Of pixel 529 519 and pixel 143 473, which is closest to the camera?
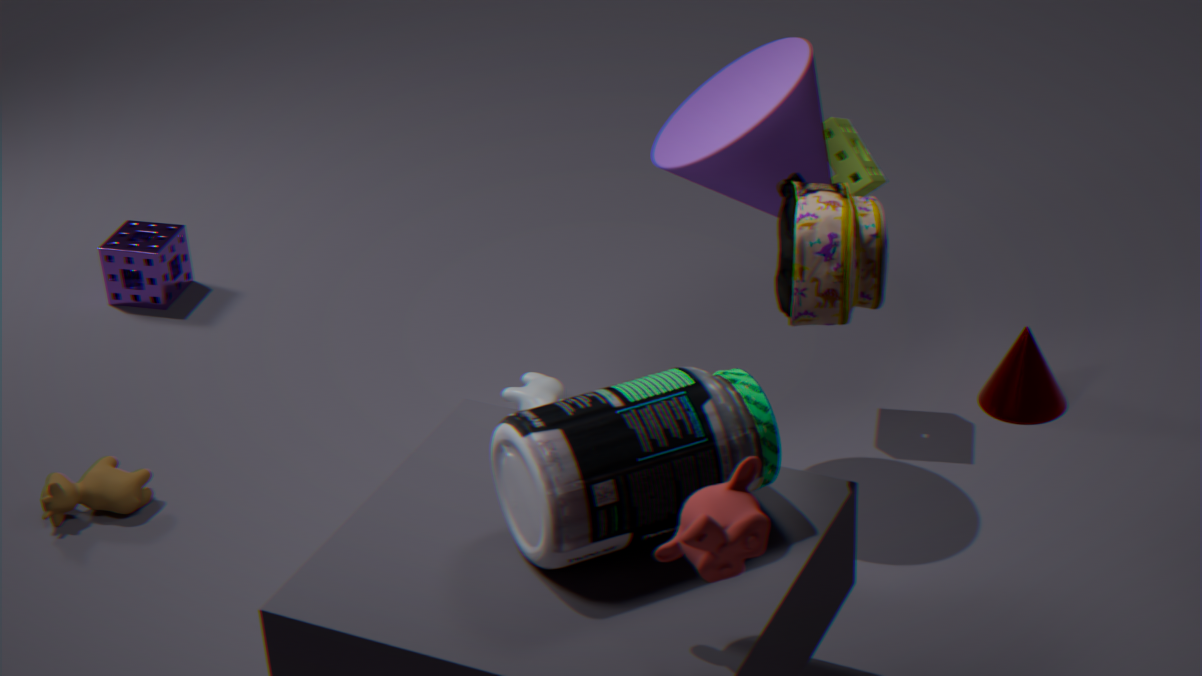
pixel 529 519
